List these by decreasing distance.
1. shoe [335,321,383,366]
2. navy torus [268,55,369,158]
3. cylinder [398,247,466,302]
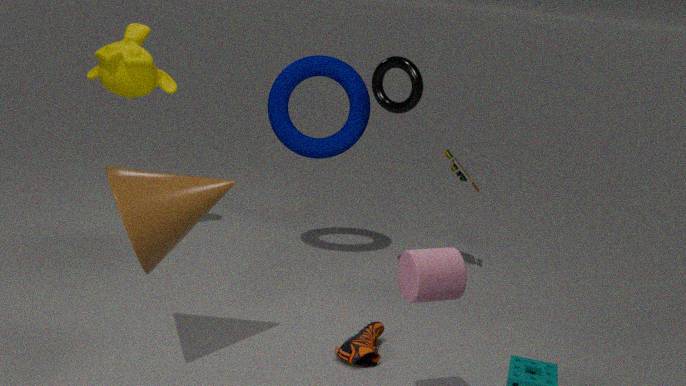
navy torus [268,55,369,158]
shoe [335,321,383,366]
cylinder [398,247,466,302]
